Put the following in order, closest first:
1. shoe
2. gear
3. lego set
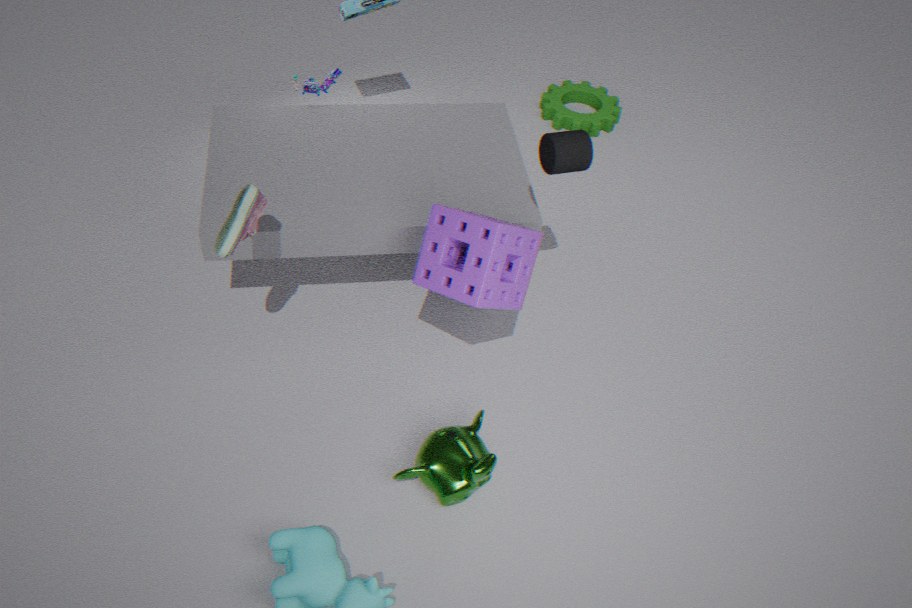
1. shoe
2. lego set
3. gear
